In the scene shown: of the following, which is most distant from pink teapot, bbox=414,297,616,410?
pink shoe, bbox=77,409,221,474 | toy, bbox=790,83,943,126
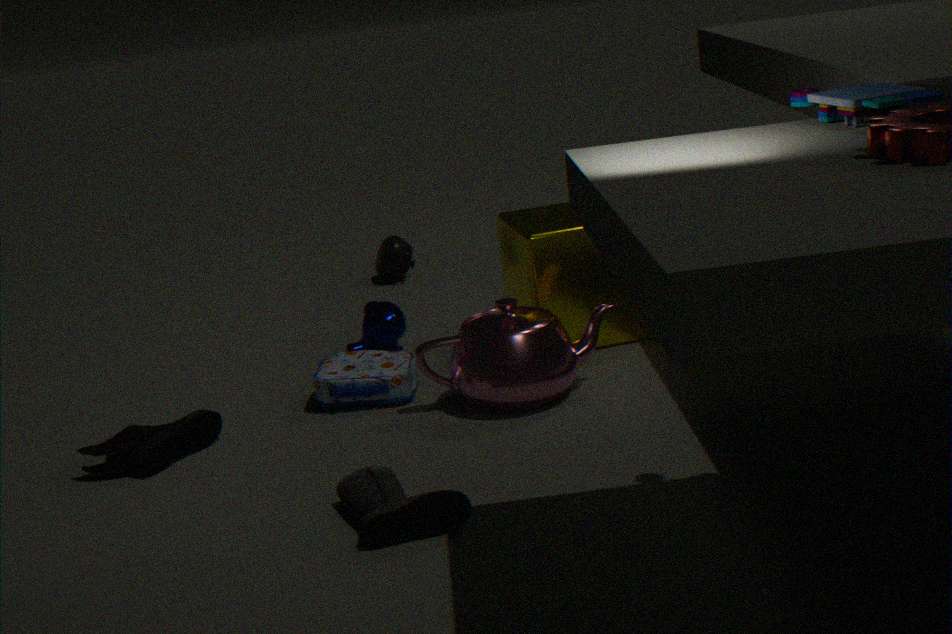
toy, bbox=790,83,943,126
